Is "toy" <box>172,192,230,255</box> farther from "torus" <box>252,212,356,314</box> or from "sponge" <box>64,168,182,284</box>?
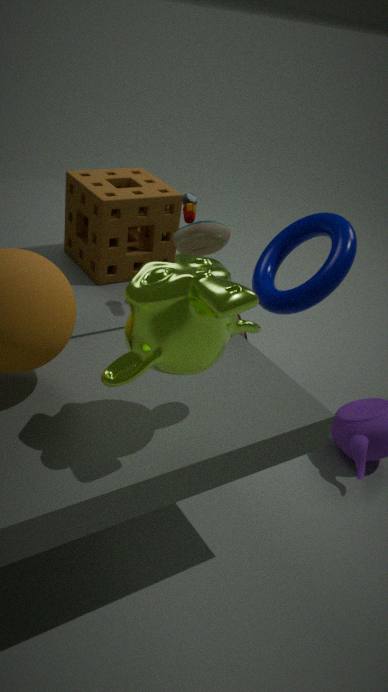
"torus" <box>252,212,356,314</box>
